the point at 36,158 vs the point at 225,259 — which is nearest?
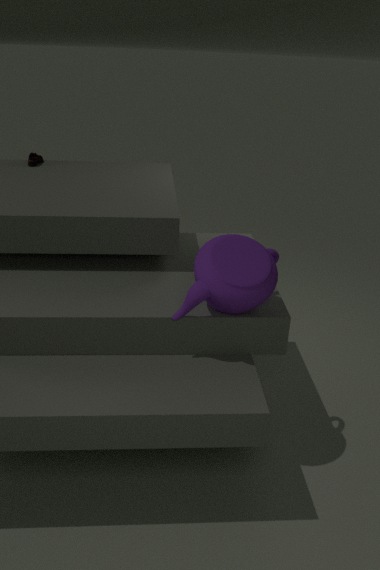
the point at 225,259
